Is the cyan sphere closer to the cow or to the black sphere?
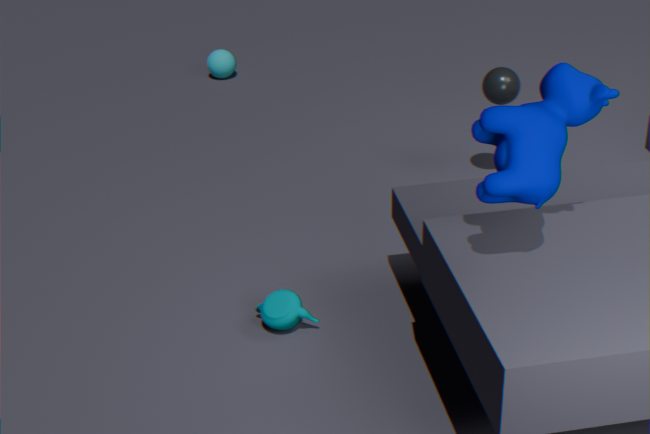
the black sphere
